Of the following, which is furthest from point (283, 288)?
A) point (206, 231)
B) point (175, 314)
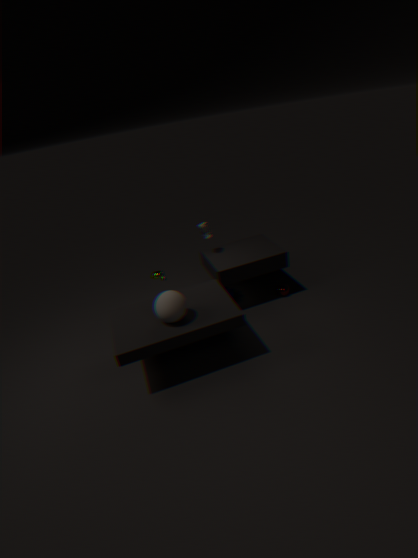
point (175, 314)
